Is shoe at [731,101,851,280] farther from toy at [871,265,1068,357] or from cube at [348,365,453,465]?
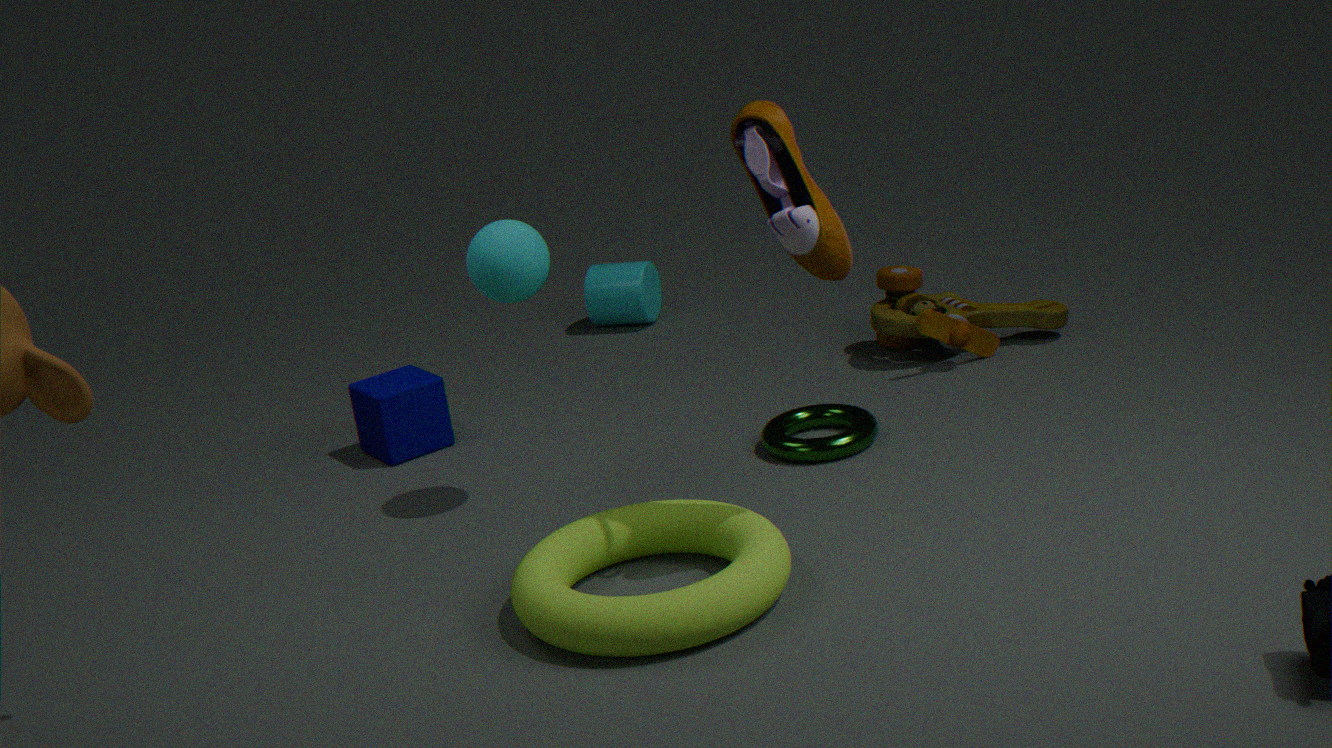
cube at [348,365,453,465]
